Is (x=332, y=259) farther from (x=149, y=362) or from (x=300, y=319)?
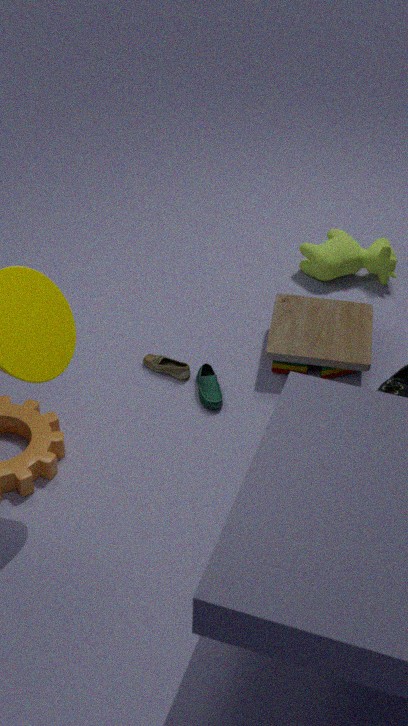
(x=149, y=362)
